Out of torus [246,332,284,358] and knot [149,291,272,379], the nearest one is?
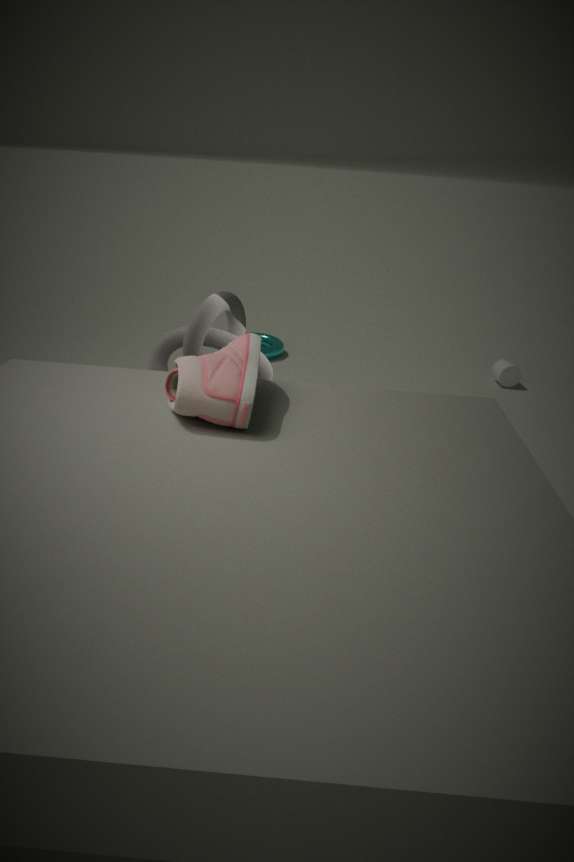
knot [149,291,272,379]
